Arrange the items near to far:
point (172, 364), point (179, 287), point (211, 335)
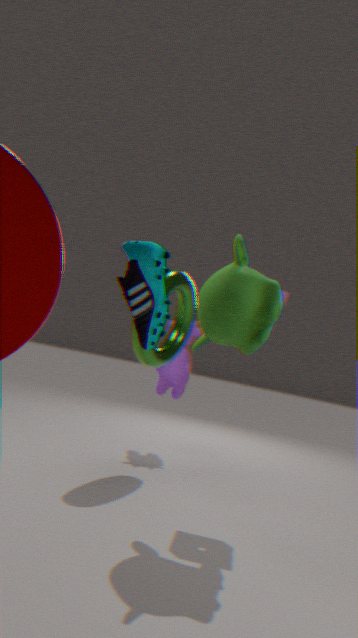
point (211, 335), point (179, 287), point (172, 364)
